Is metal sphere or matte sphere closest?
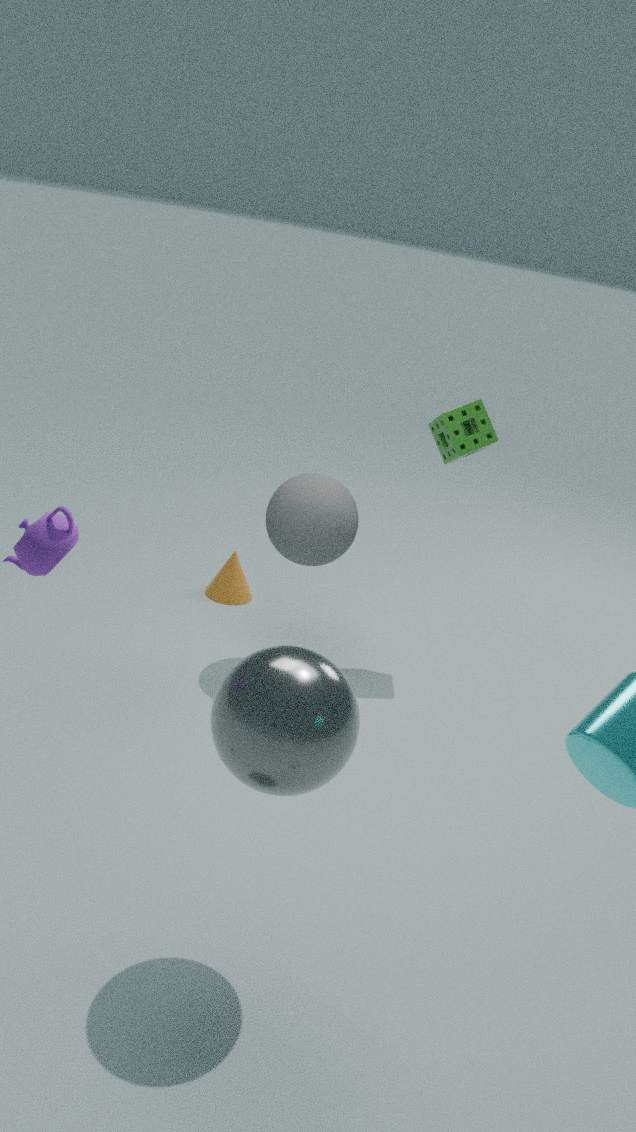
metal sphere
